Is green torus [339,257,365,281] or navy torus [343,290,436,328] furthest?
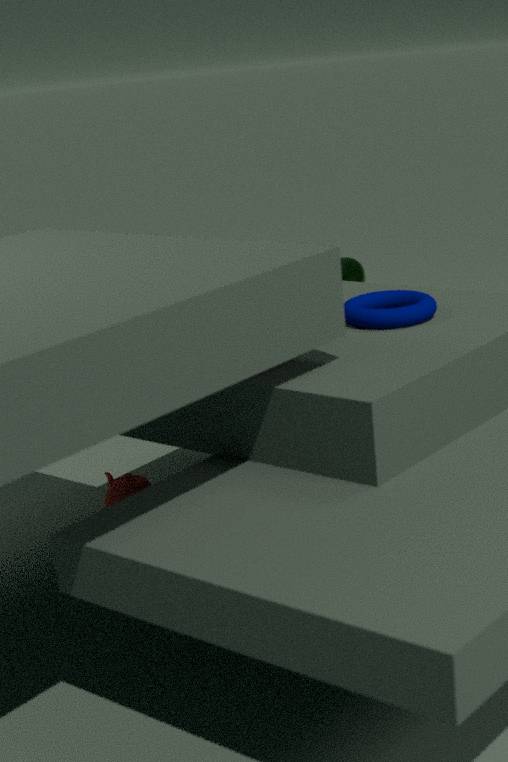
green torus [339,257,365,281]
